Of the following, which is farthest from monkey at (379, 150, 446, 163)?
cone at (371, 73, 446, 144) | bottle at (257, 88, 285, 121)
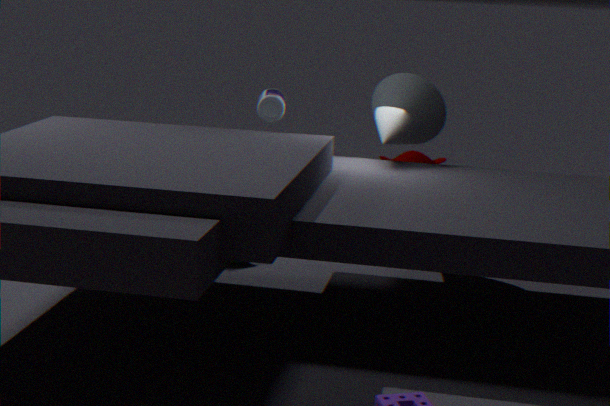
bottle at (257, 88, 285, 121)
